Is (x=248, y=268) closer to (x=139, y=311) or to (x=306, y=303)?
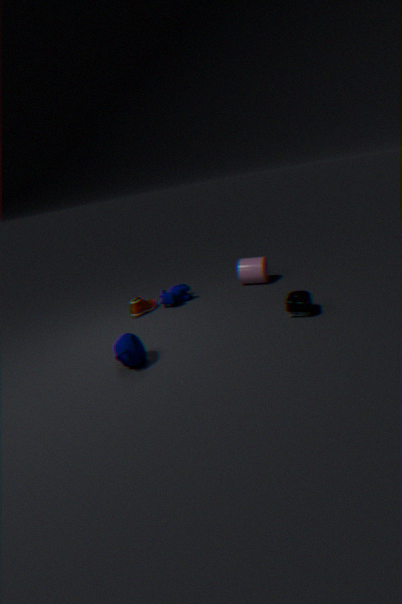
(x=306, y=303)
